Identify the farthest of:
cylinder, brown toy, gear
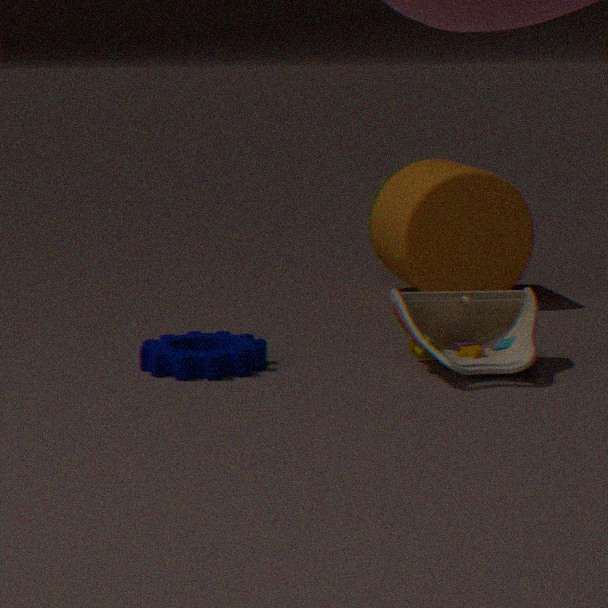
cylinder
